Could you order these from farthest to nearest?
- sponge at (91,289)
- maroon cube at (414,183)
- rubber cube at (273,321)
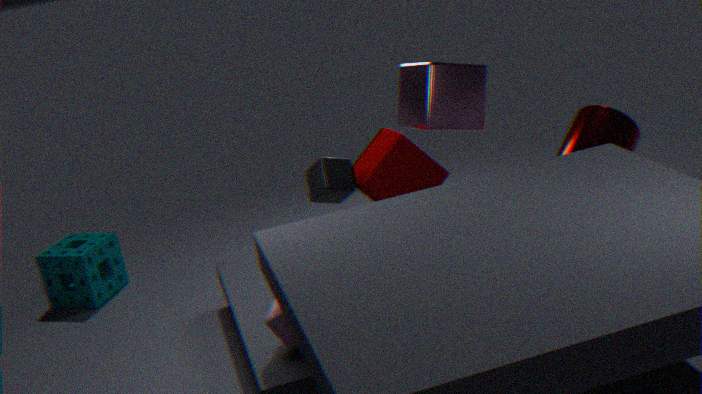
1. sponge at (91,289)
2. maroon cube at (414,183)
3. rubber cube at (273,321)
